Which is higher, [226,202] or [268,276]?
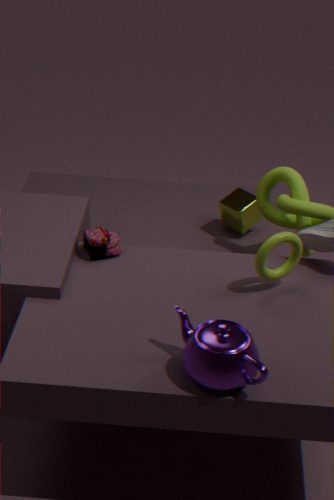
[268,276]
